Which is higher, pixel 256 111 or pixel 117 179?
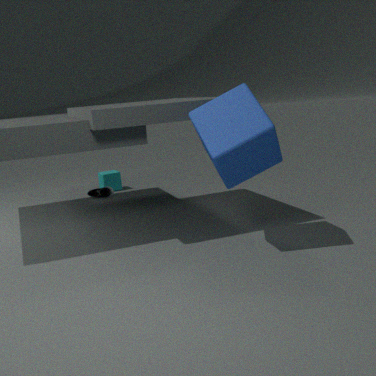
pixel 256 111
